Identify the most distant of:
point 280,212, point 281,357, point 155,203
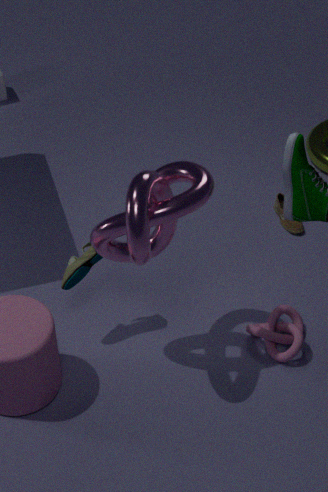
point 280,212
